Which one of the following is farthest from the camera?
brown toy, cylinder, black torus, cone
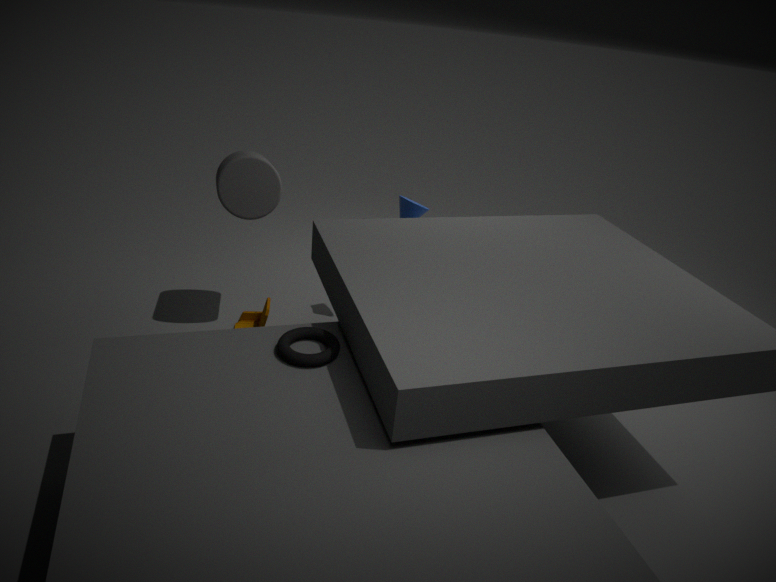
cone
